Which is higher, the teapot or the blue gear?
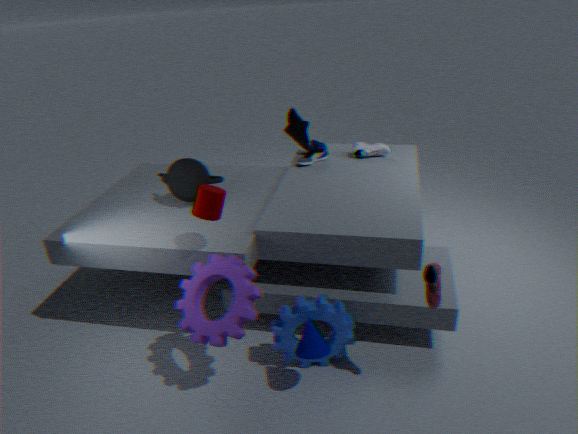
the teapot
